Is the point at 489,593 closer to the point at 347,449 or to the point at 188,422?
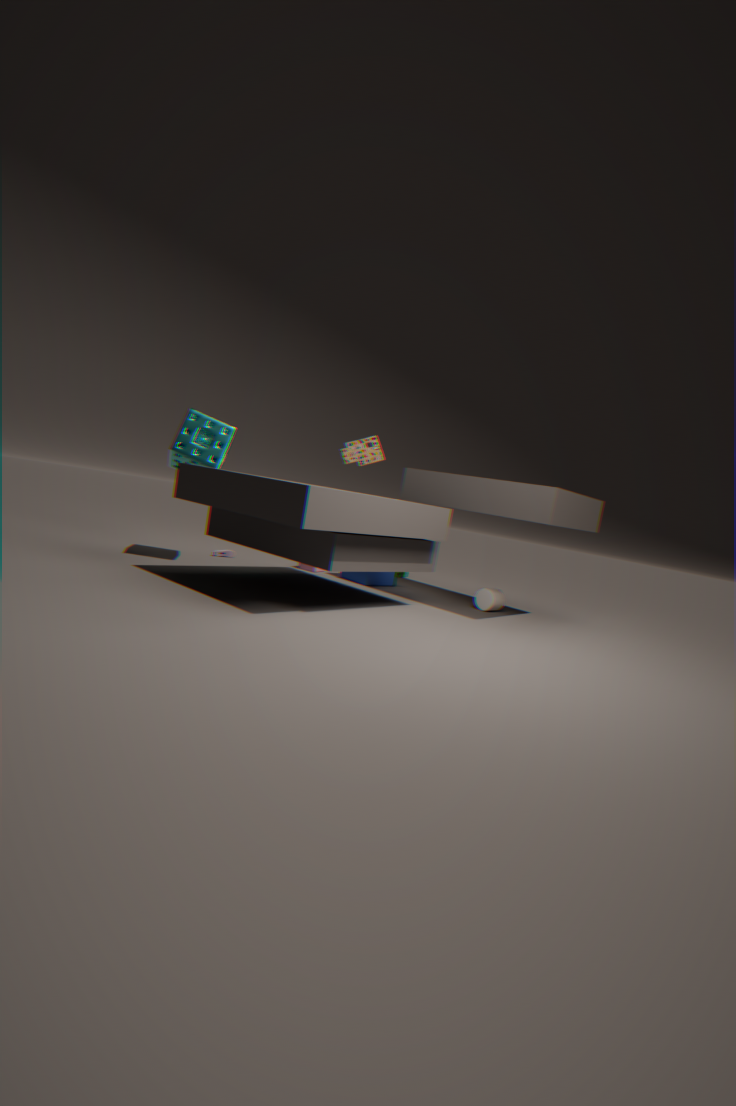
the point at 347,449
